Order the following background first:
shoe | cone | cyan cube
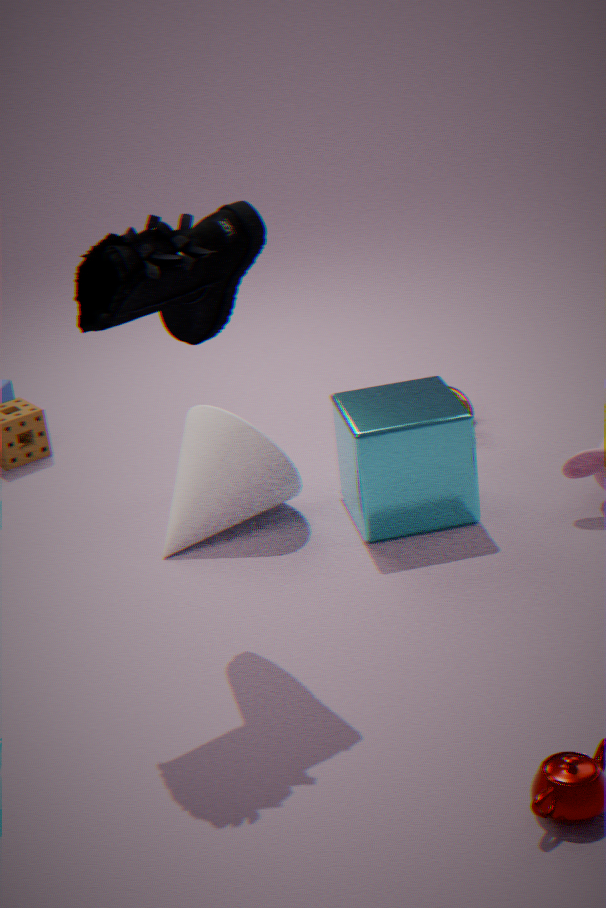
cone → cyan cube → shoe
